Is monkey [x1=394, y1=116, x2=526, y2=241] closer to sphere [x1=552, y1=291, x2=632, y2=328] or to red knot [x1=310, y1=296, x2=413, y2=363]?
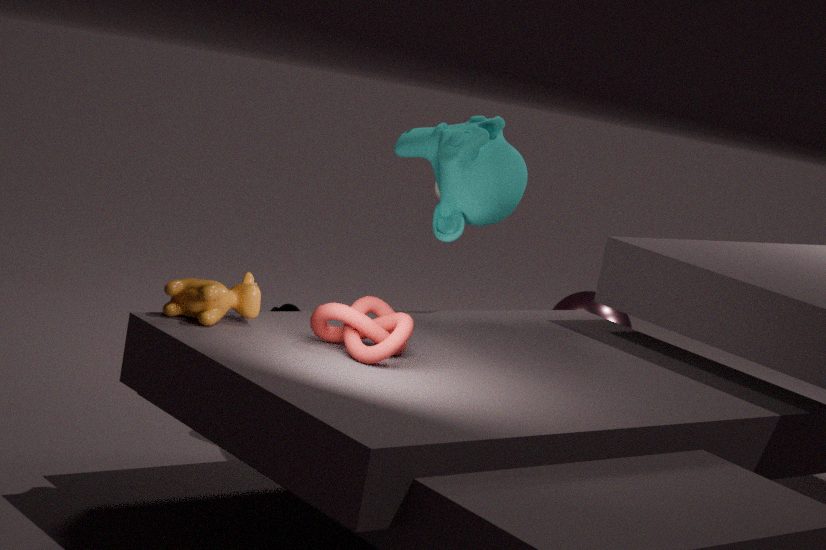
red knot [x1=310, y1=296, x2=413, y2=363]
